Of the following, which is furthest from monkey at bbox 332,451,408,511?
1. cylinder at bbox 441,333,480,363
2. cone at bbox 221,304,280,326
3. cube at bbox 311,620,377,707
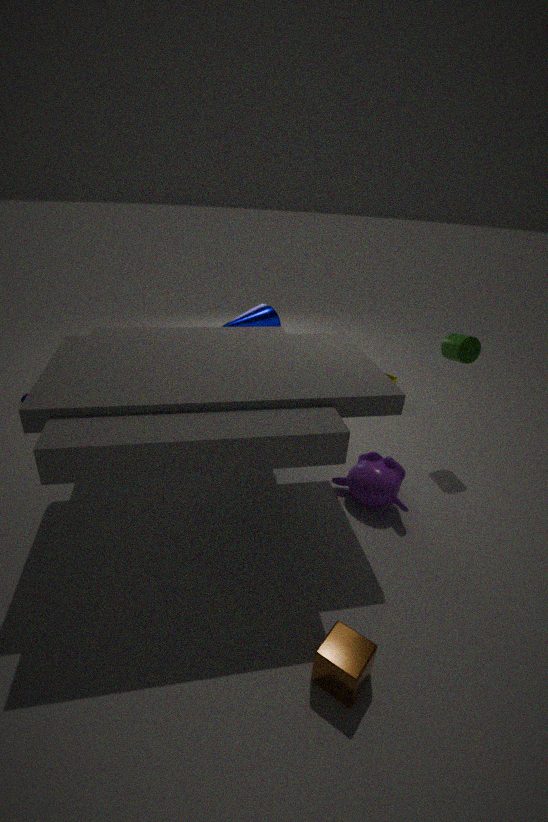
cone at bbox 221,304,280,326
